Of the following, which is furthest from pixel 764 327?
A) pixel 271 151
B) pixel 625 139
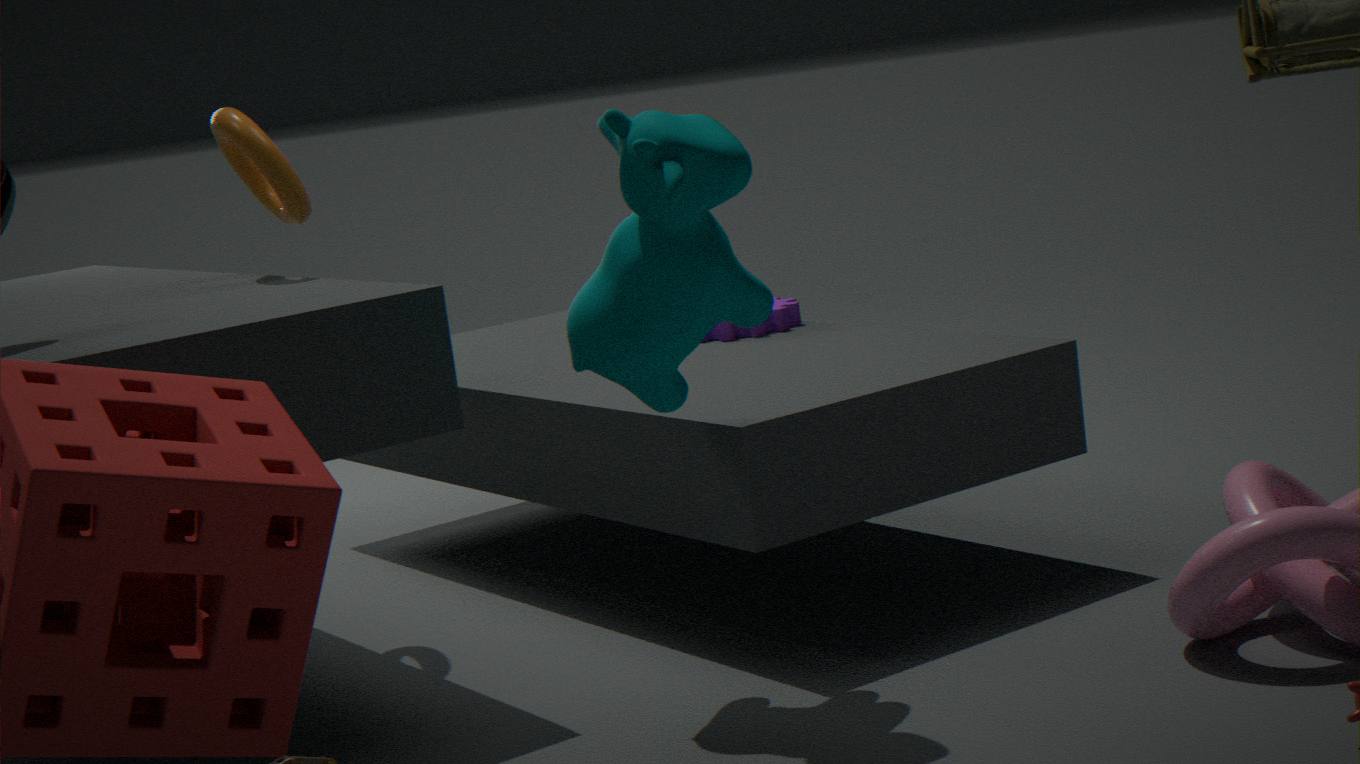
pixel 625 139
